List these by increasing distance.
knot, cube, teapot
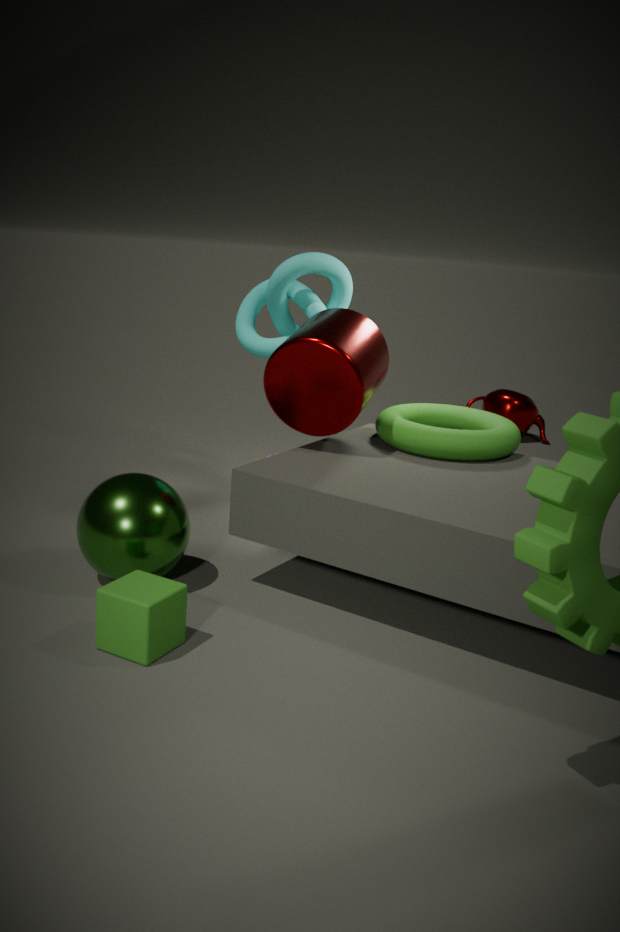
cube
knot
teapot
